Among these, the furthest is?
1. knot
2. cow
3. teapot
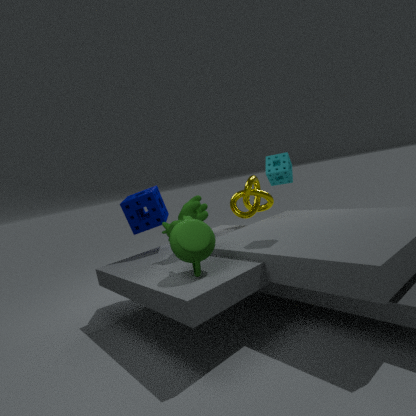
knot
